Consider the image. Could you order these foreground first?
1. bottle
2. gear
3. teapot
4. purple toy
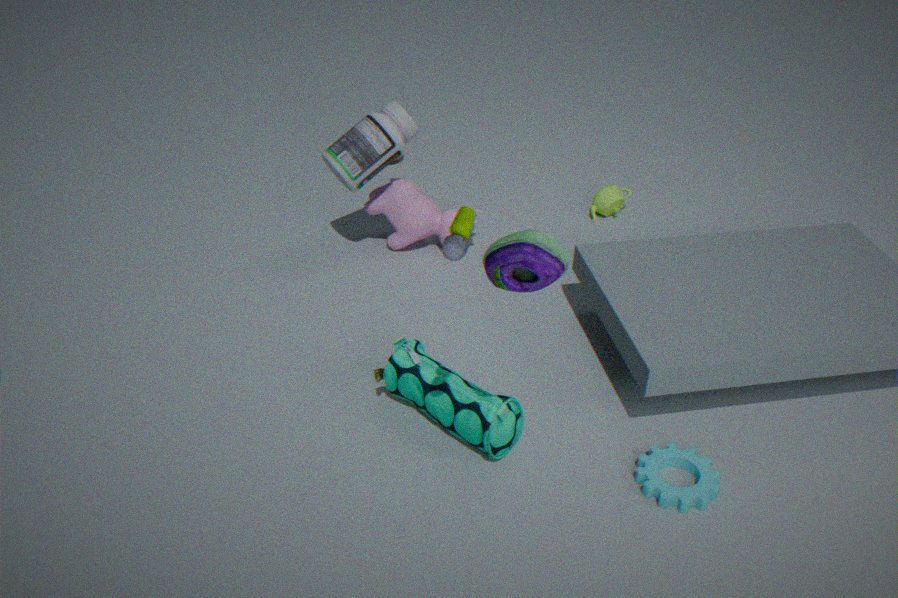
purple toy
gear
bottle
teapot
